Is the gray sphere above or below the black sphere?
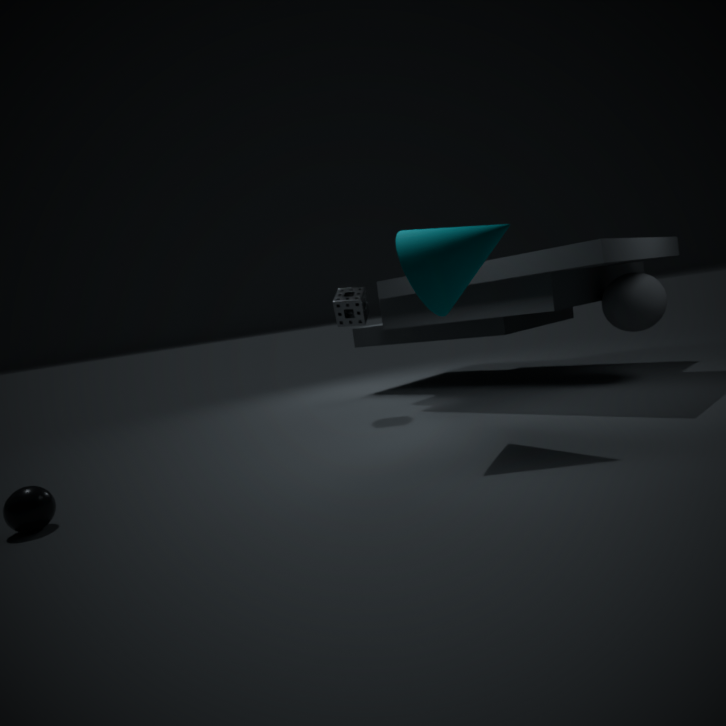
above
